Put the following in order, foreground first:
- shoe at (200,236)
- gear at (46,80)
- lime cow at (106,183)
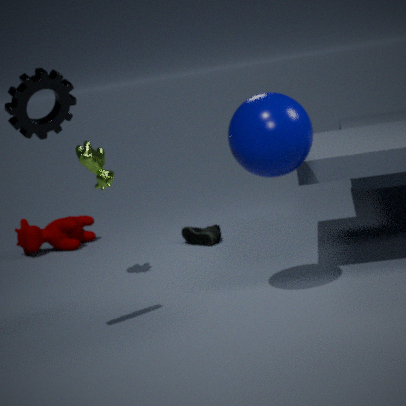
gear at (46,80) < lime cow at (106,183) < shoe at (200,236)
